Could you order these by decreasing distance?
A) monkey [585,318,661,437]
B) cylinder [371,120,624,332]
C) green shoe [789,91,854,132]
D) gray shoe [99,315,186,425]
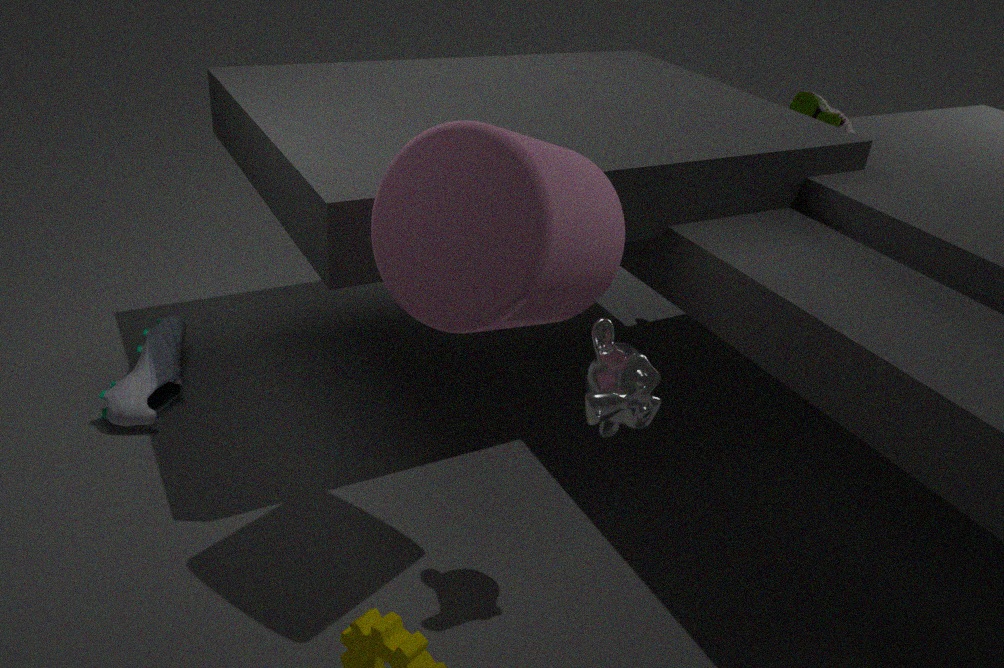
1. green shoe [789,91,854,132]
2. gray shoe [99,315,186,425]
3. monkey [585,318,661,437]
4. cylinder [371,120,624,332]
